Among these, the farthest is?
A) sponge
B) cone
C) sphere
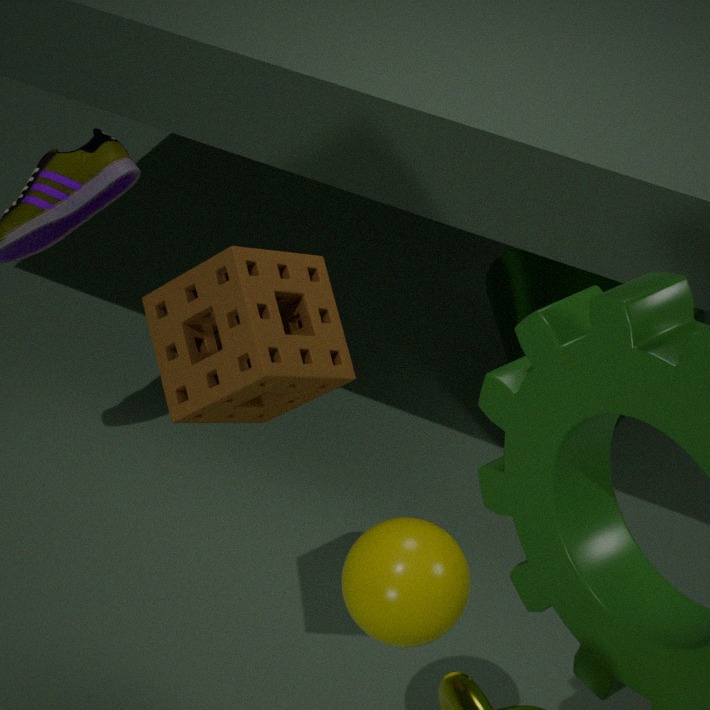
cone
